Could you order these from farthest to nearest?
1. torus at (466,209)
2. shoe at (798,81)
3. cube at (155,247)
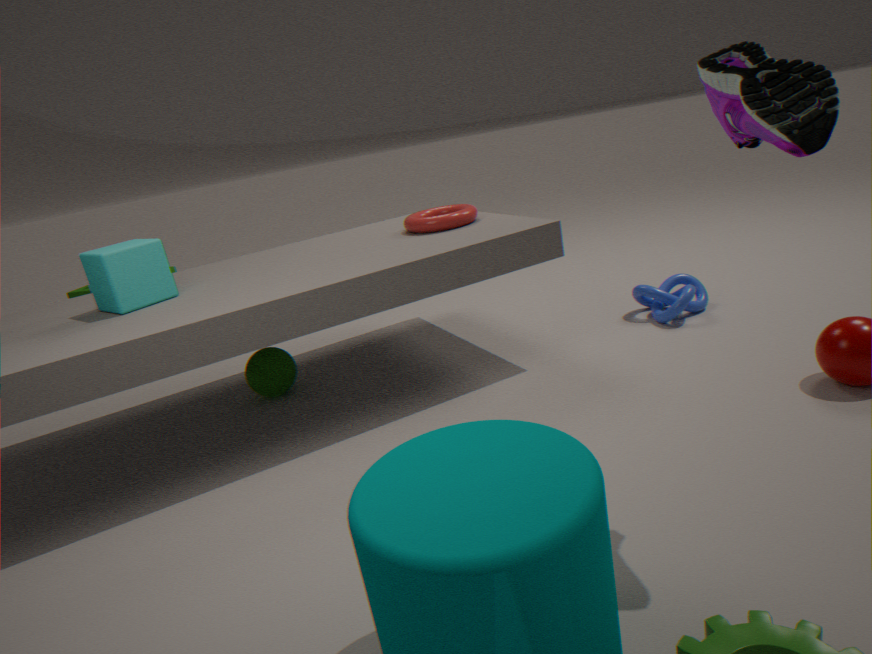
torus at (466,209), cube at (155,247), shoe at (798,81)
